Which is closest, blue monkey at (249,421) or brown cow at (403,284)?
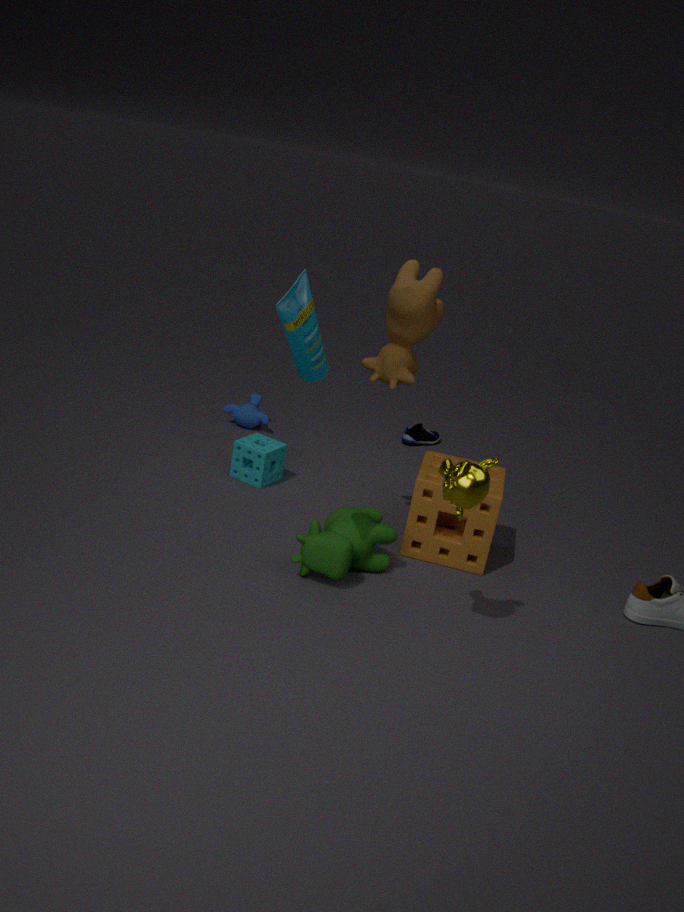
brown cow at (403,284)
